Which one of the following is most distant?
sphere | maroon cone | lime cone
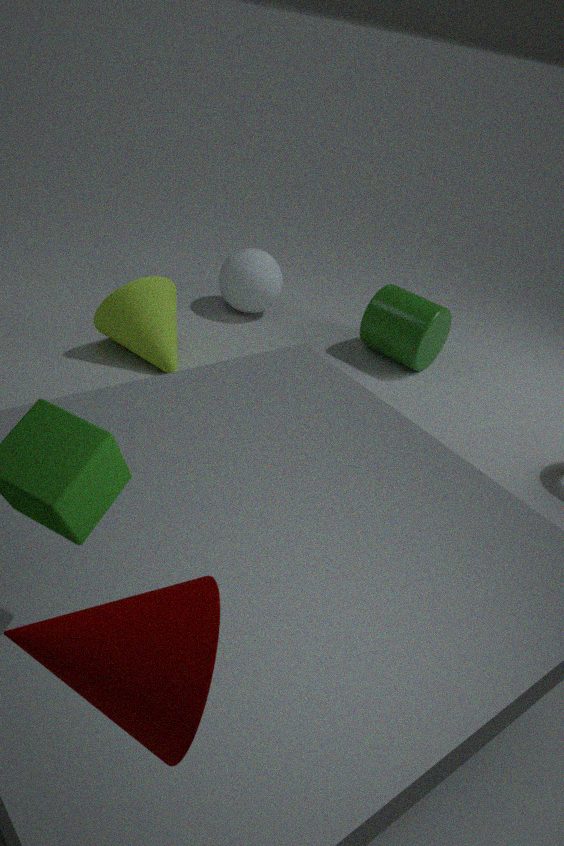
sphere
